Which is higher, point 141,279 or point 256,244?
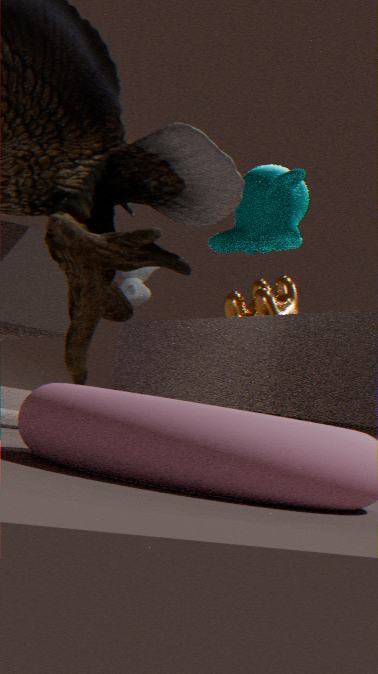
point 141,279
